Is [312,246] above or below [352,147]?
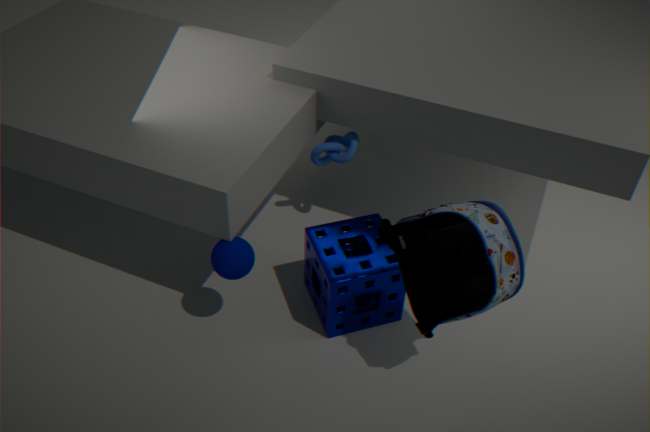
below
